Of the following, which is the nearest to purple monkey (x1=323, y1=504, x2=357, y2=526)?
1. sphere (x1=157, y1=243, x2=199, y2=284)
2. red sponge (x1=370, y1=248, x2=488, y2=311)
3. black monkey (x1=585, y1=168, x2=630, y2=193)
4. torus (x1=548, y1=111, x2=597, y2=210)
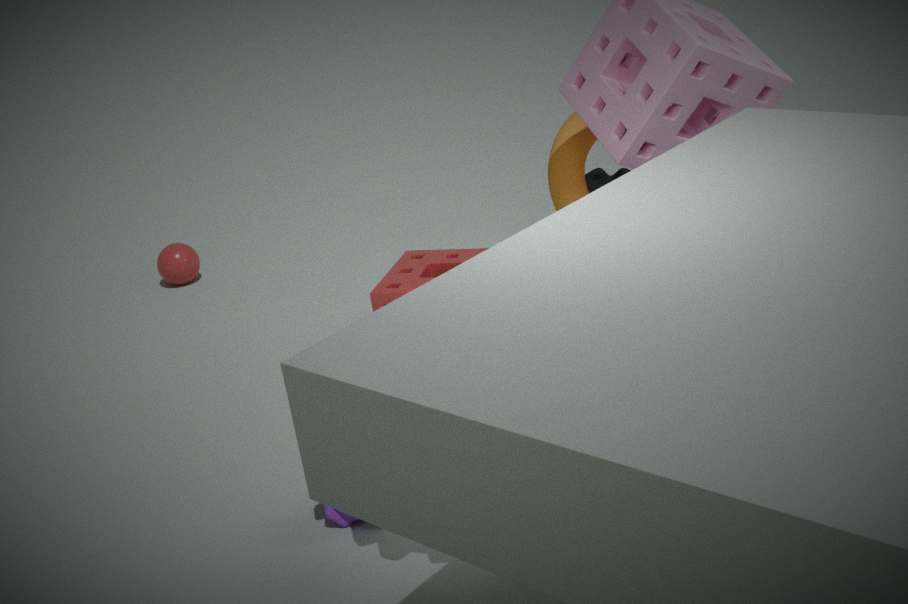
red sponge (x1=370, y1=248, x2=488, y2=311)
